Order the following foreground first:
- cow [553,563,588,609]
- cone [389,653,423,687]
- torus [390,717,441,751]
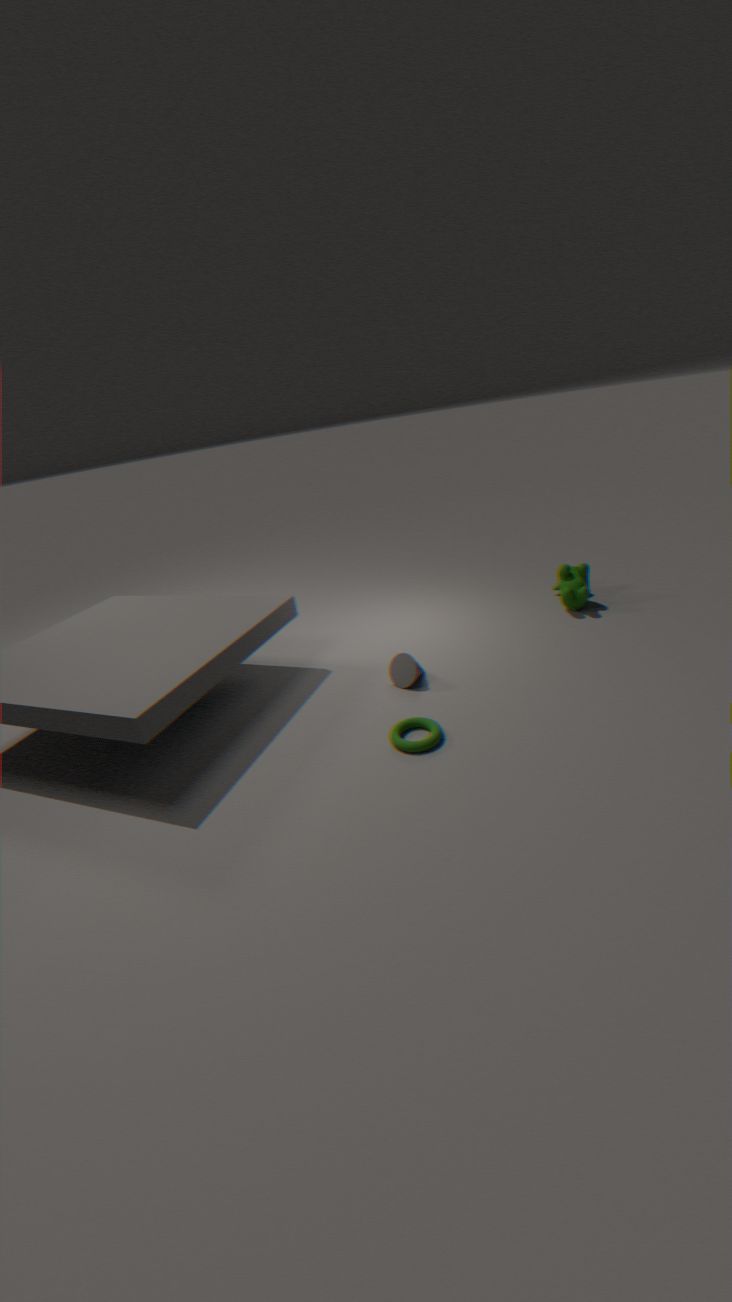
torus [390,717,441,751]
cone [389,653,423,687]
cow [553,563,588,609]
